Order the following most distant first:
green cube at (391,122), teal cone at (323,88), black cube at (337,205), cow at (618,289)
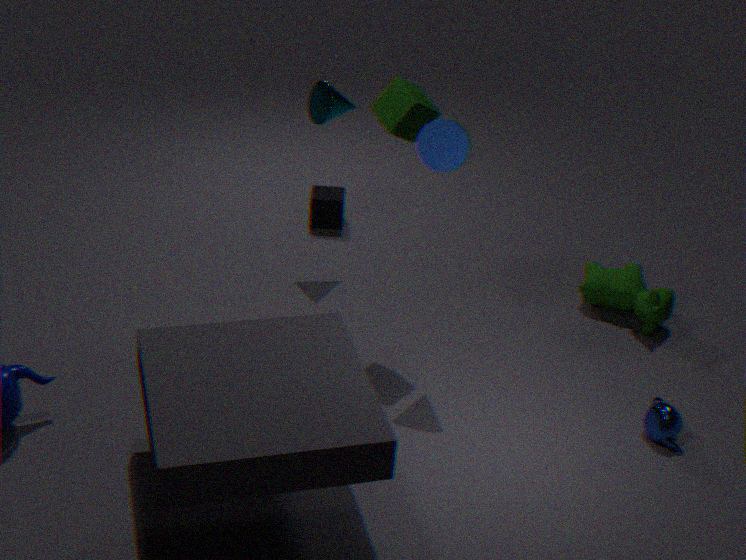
black cube at (337,205), teal cone at (323,88), cow at (618,289), green cube at (391,122)
